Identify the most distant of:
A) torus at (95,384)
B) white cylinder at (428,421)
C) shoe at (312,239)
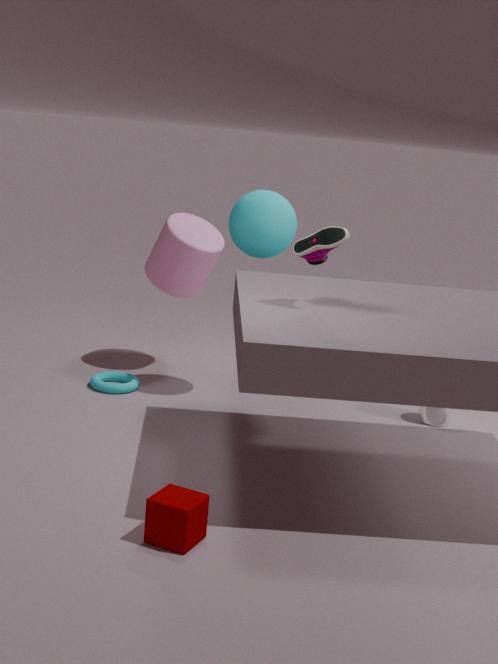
torus at (95,384)
